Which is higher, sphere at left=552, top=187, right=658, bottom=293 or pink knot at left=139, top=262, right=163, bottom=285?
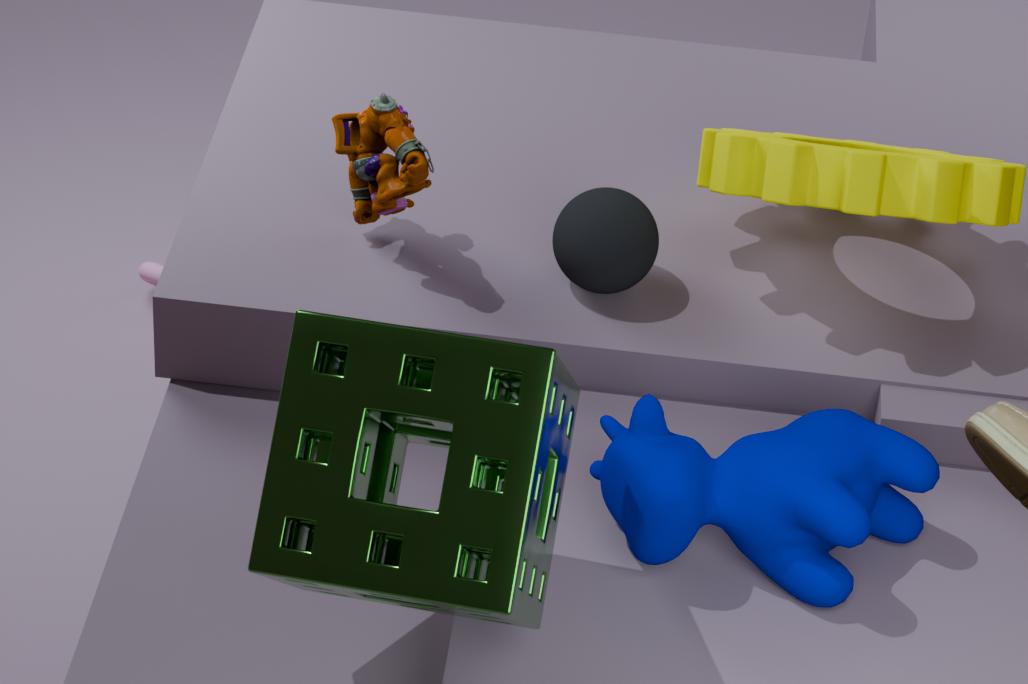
sphere at left=552, top=187, right=658, bottom=293
